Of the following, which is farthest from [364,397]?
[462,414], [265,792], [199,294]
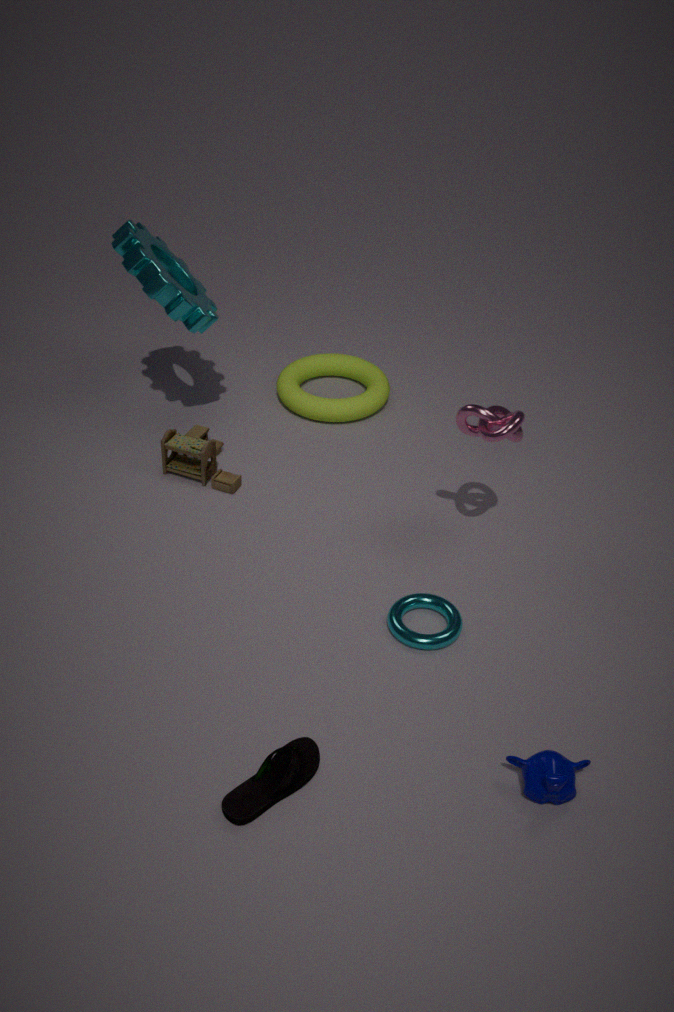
[265,792]
